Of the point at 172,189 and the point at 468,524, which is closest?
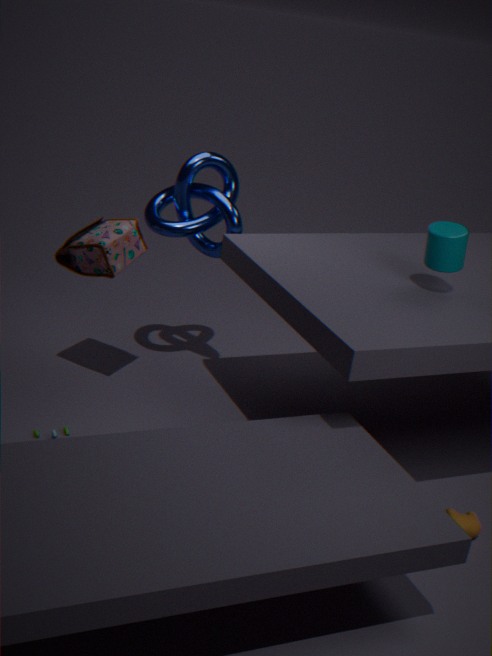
the point at 468,524
